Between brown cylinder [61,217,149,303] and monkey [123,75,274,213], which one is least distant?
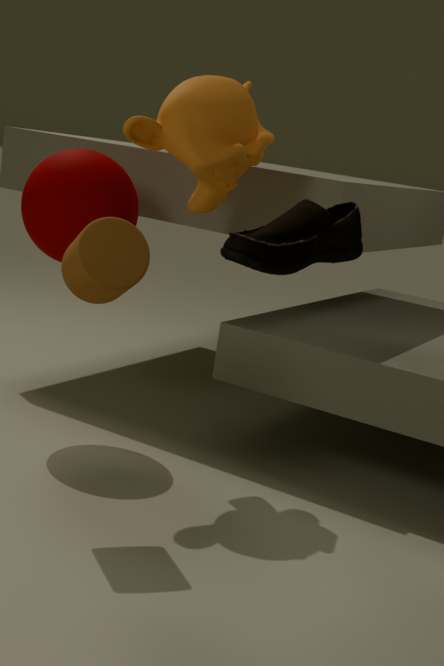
brown cylinder [61,217,149,303]
